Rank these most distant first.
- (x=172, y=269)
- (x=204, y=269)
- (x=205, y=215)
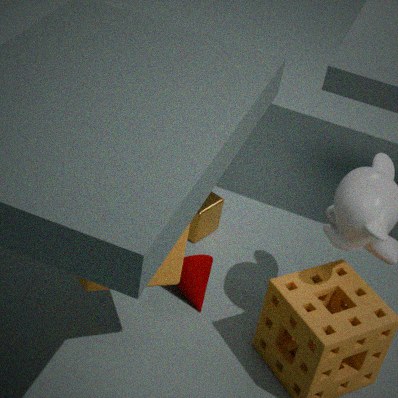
(x=205, y=215), (x=204, y=269), (x=172, y=269)
